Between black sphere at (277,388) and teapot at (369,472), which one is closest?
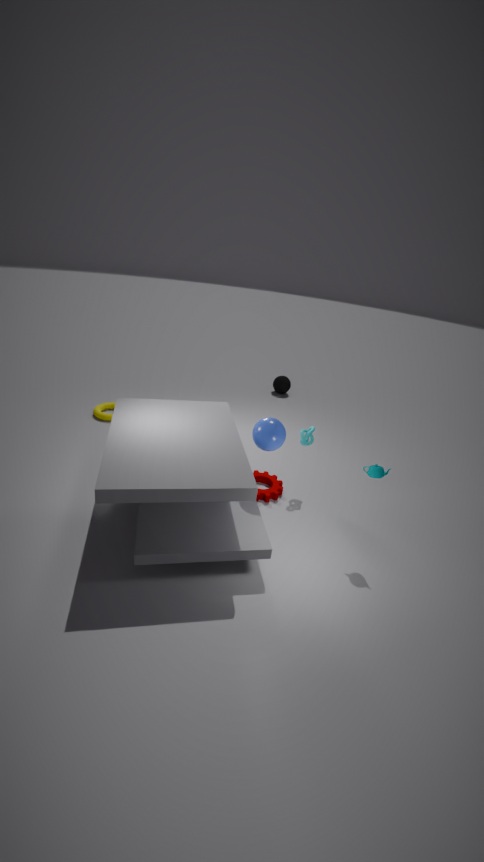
teapot at (369,472)
